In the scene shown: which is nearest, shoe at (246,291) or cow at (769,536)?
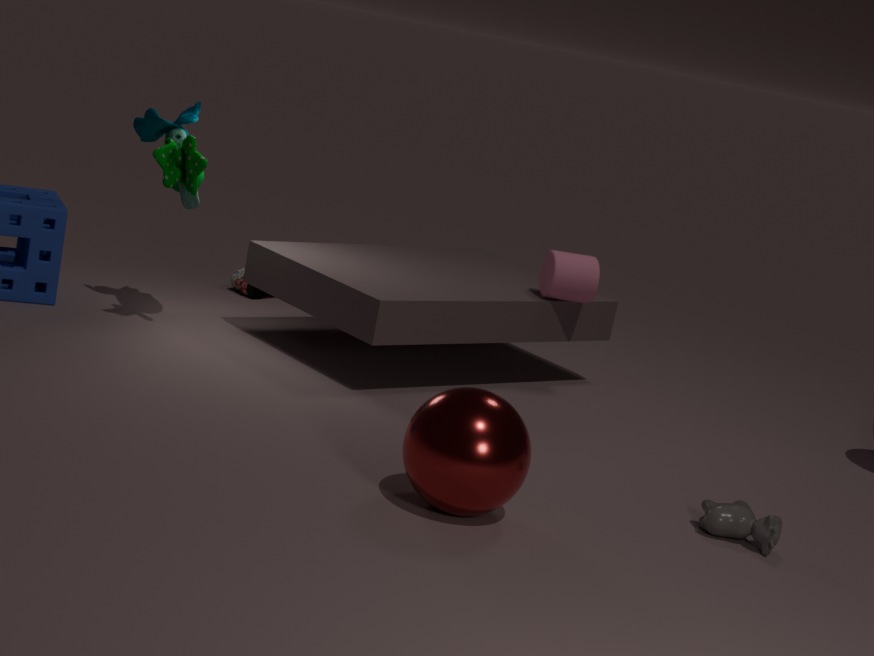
cow at (769,536)
